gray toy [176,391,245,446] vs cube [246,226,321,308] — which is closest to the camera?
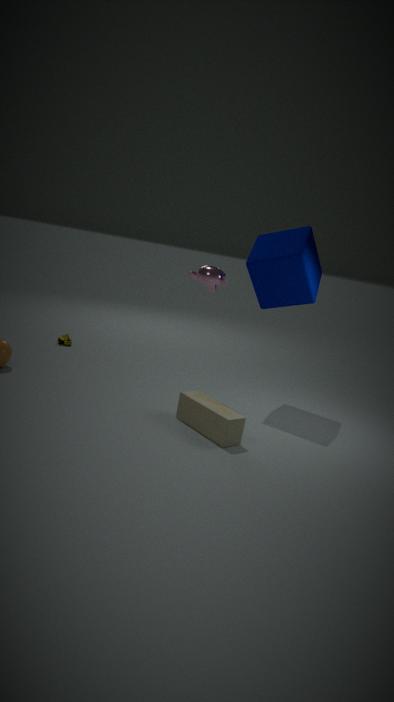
gray toy [176,391,245,446]
